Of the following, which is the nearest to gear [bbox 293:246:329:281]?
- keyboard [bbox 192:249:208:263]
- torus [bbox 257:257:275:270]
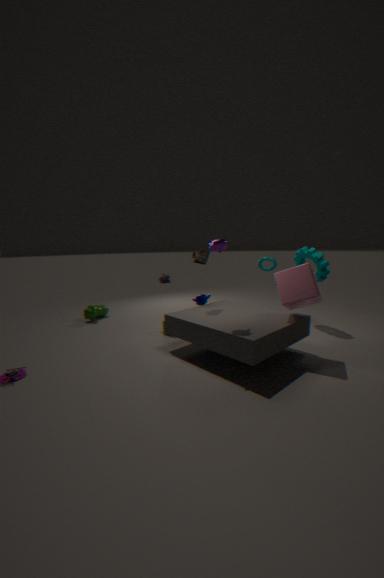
torus [bbox 257:257:275:270]
